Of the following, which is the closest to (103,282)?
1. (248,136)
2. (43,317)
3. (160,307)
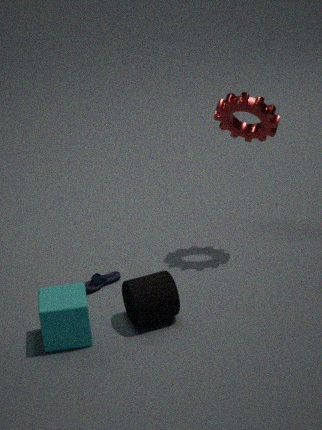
(160,307)
